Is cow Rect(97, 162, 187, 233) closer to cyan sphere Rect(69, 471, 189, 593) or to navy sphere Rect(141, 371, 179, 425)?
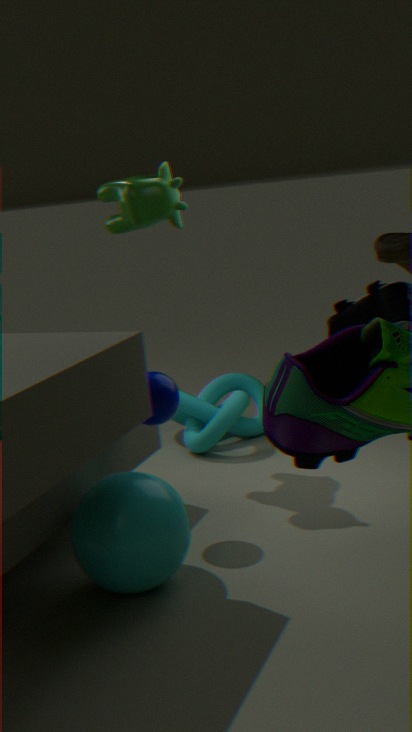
navy sphere Rect(141, 371, 179, 425)
